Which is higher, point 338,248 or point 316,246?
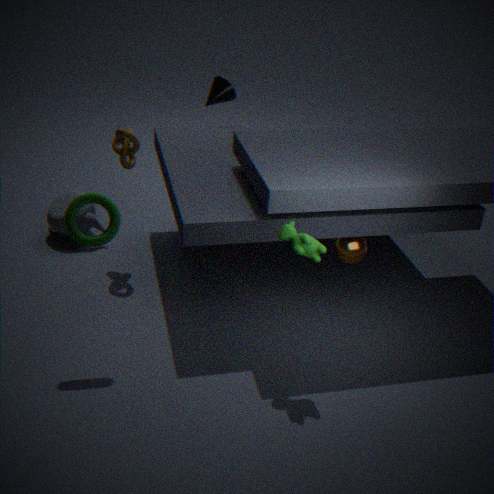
point 316,246
